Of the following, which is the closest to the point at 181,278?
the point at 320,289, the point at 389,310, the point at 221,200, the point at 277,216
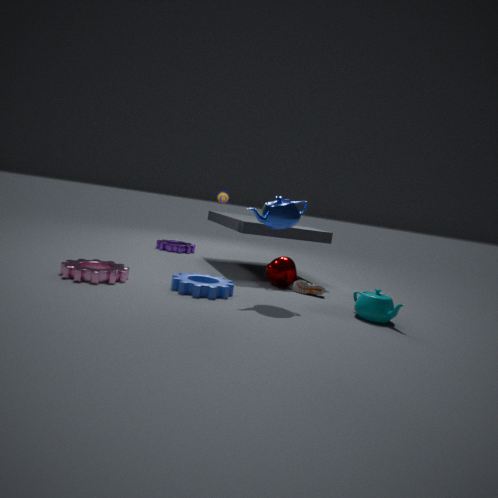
the point at 277,216
